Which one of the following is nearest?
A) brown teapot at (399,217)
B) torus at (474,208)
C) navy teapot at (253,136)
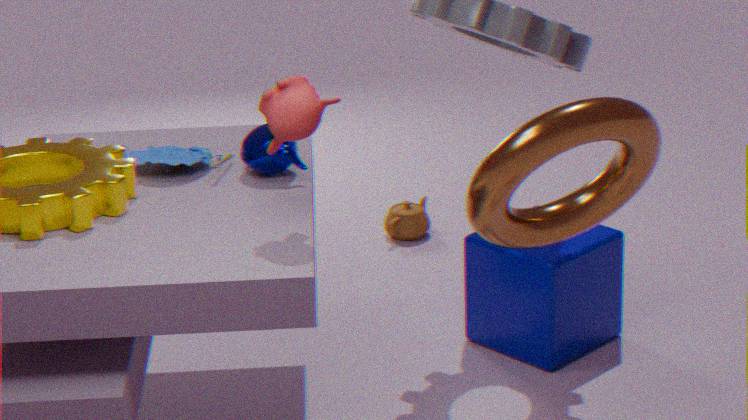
torus at (474,208)
